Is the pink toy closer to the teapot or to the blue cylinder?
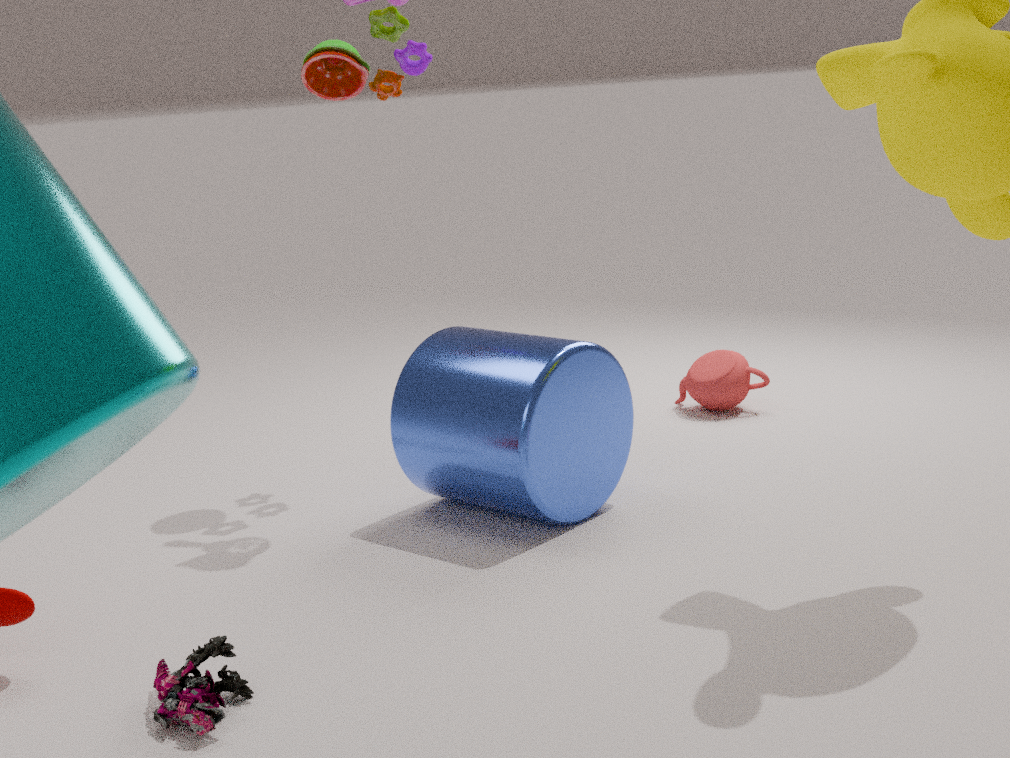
the blue cylinder
